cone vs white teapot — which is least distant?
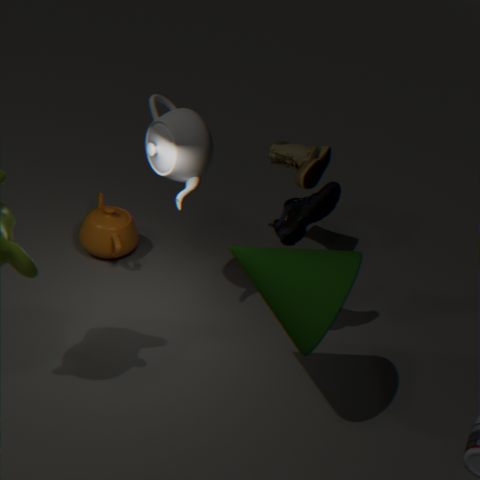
cone
